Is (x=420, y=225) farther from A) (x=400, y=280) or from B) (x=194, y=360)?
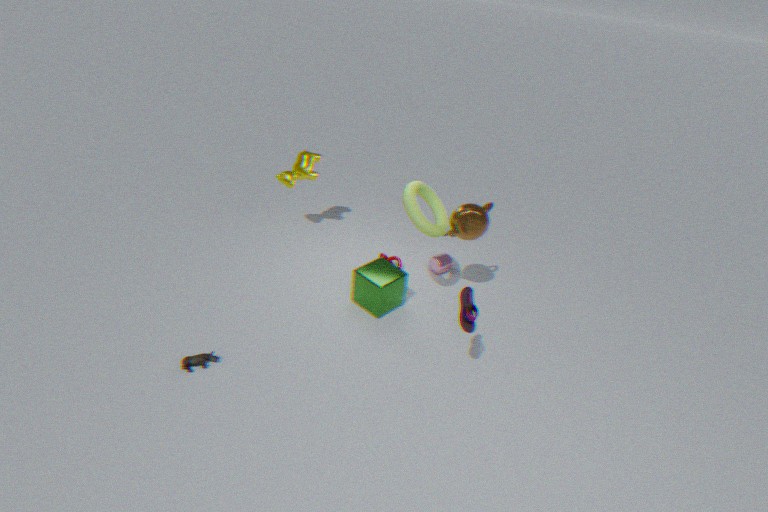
B) (x=194, y=360)
